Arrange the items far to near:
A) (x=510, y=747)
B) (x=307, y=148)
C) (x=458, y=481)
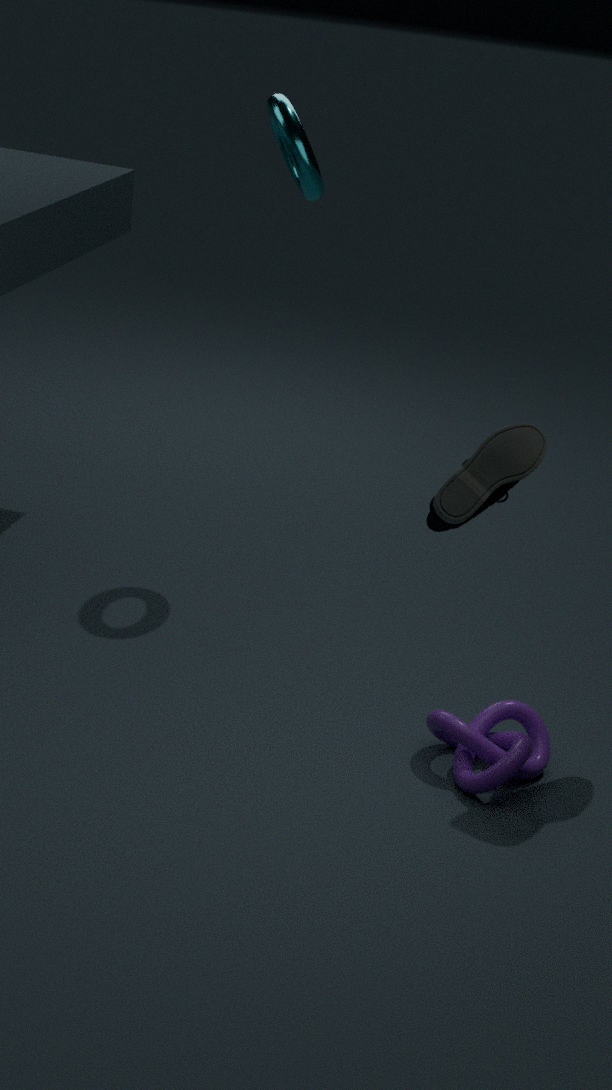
(x=307, y=148), (x=510, y=747), (x=458, y=481)
